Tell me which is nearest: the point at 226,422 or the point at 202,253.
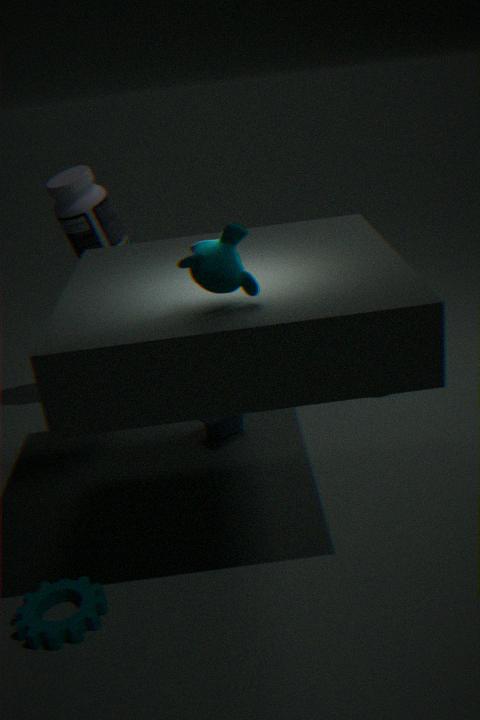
the point at 202,253
